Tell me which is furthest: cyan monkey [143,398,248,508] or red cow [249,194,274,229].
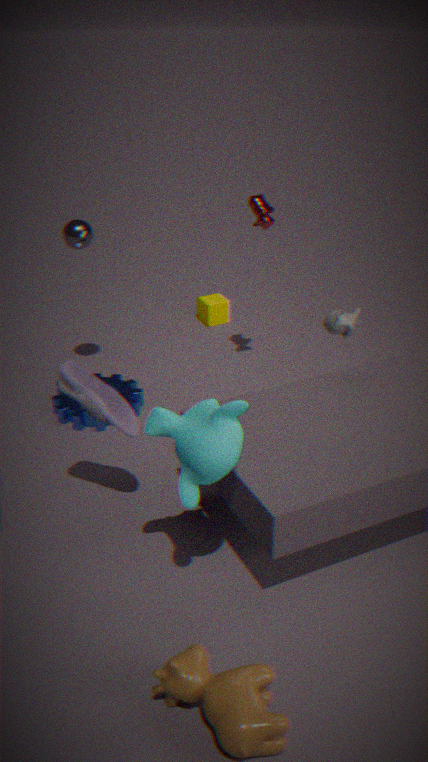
red cow [249,194,274,229]
